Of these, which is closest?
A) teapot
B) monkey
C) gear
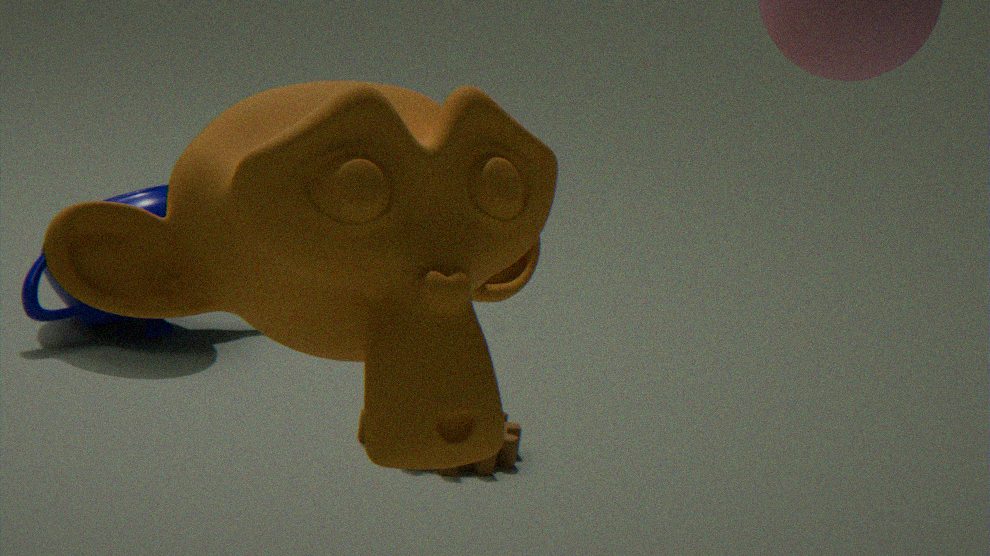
monkey
